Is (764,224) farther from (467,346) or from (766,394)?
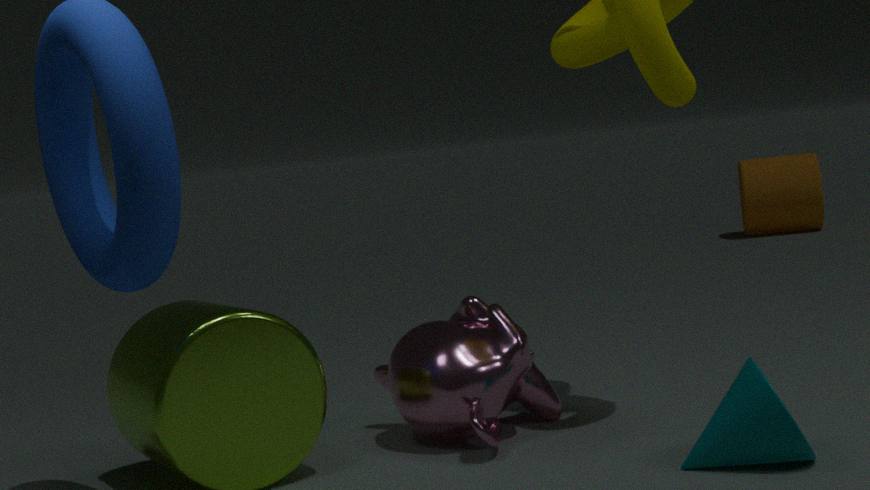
(766,394)
